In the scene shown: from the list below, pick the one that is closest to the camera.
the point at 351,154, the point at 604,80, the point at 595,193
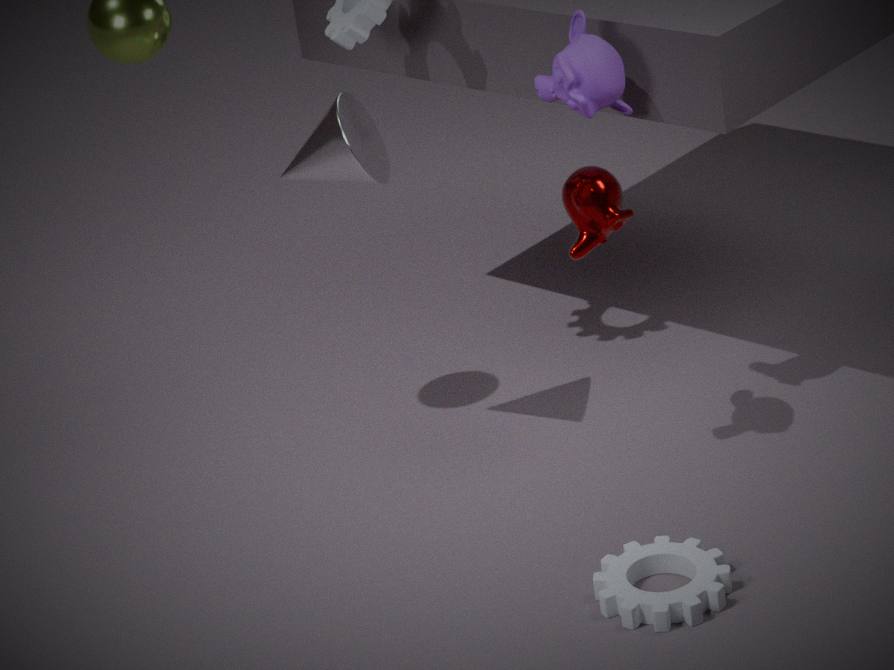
the point at 595,193
